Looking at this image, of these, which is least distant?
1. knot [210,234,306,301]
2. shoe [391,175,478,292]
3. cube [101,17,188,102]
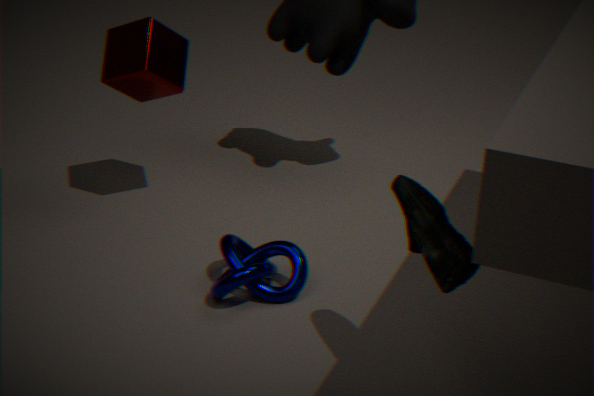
shoe [391,175,478,292]
